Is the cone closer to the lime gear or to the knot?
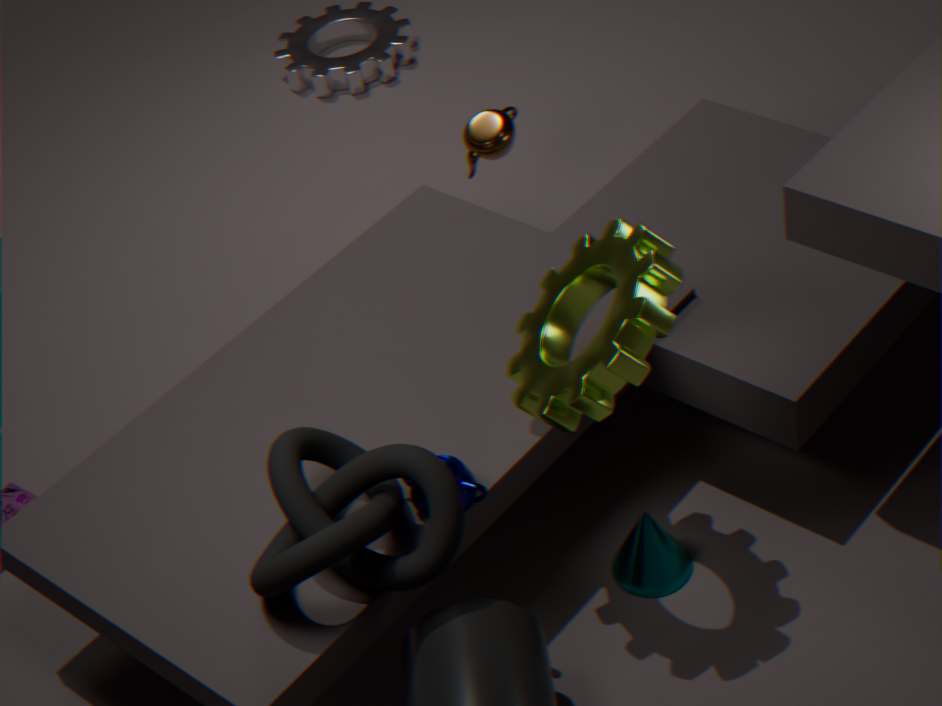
the lime gear
